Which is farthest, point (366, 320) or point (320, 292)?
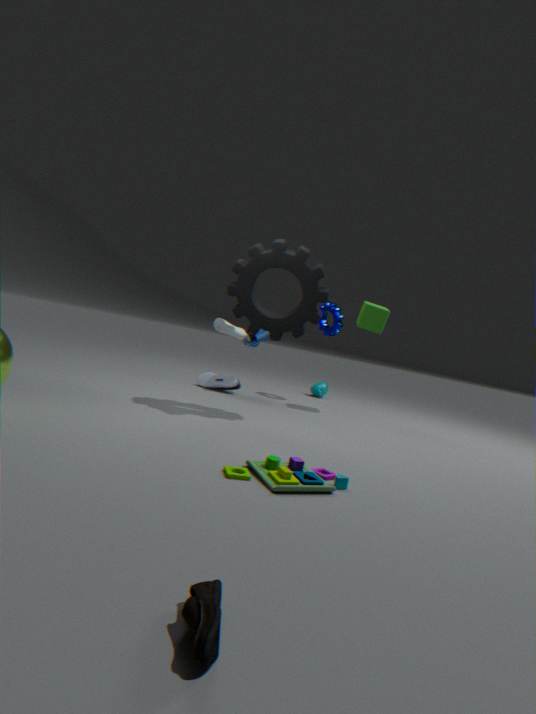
point (366, 320)
